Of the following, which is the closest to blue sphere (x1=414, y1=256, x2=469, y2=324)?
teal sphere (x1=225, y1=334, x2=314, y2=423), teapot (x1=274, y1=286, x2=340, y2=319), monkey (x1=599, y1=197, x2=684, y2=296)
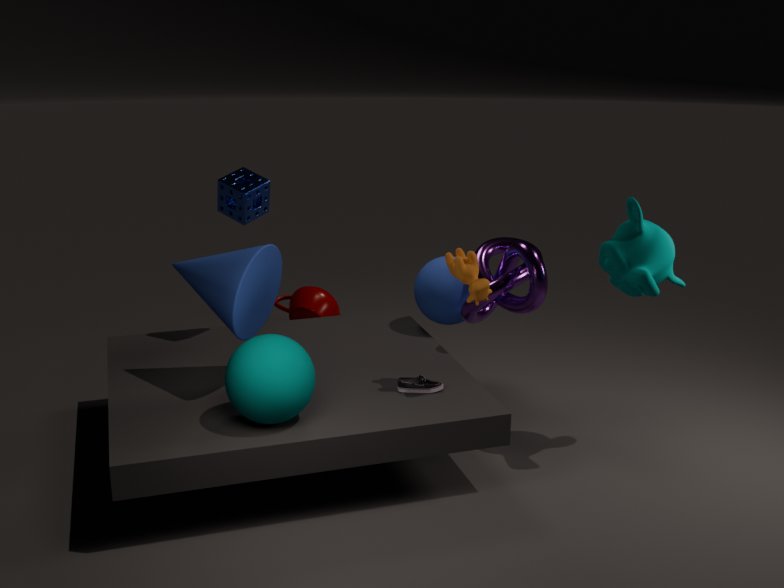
monkey (x1=599, y1=197, x2=684, y2=296)
